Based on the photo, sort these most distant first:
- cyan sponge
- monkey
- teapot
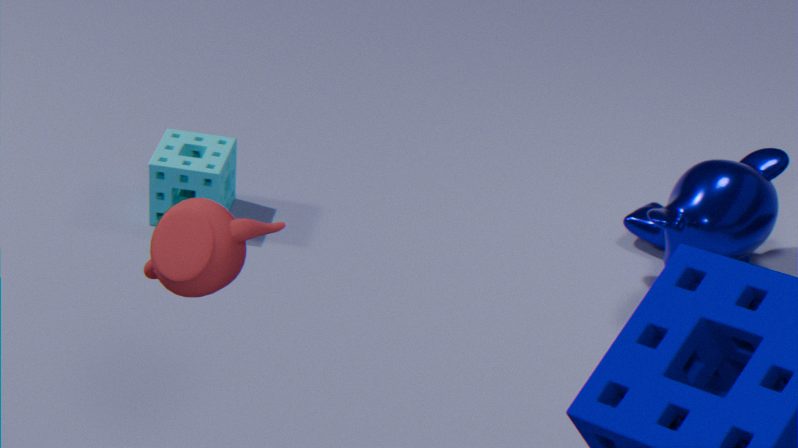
1. cyan sponge
2. monkey
3. teapot
